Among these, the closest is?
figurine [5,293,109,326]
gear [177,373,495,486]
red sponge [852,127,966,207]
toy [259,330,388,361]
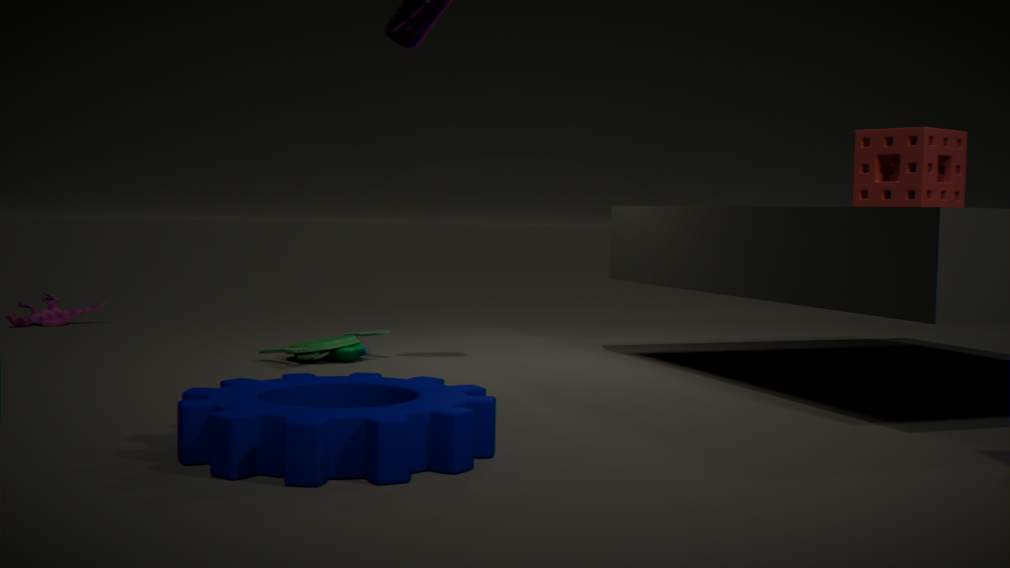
gear [177,373,495,486]
